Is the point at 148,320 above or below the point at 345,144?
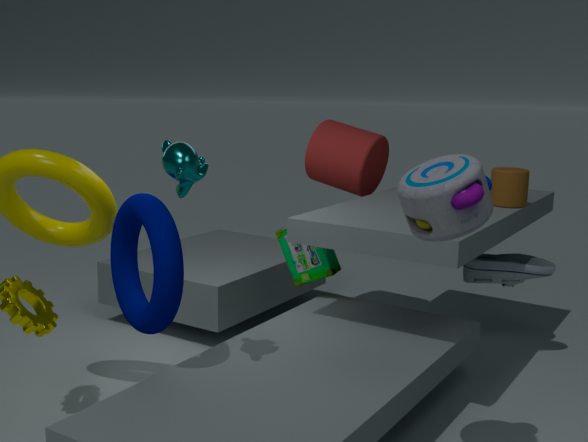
below
